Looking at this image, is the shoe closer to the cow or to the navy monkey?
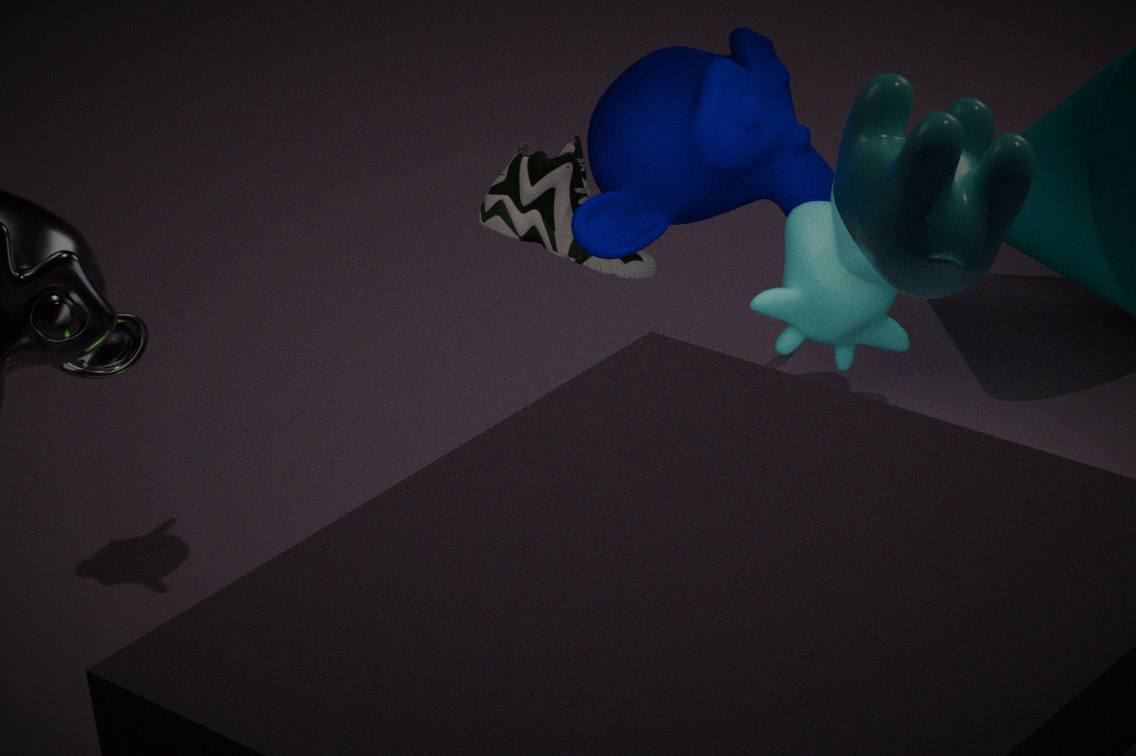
the navy monkey
